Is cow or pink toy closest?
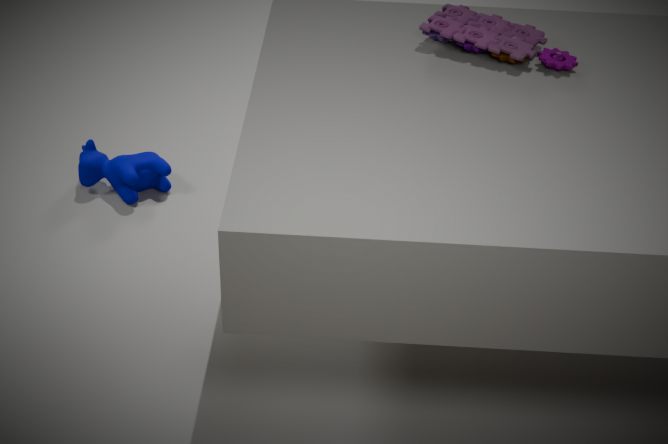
pink toy
